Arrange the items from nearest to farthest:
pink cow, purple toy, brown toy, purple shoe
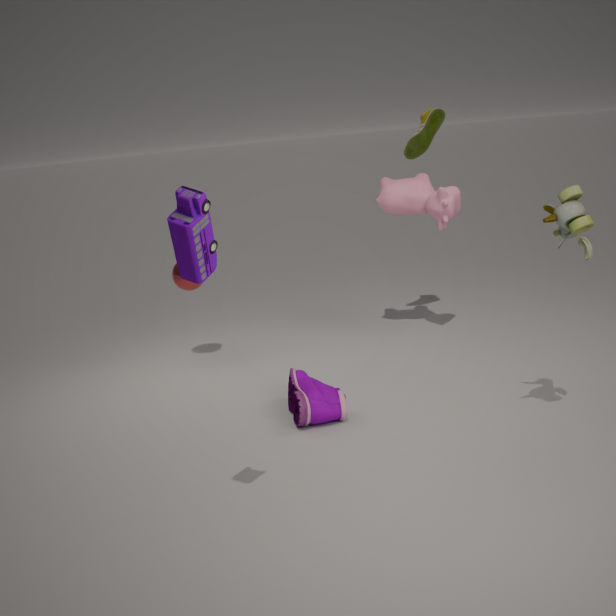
A: purple toy → brown toy → purple shoe → pink cow
